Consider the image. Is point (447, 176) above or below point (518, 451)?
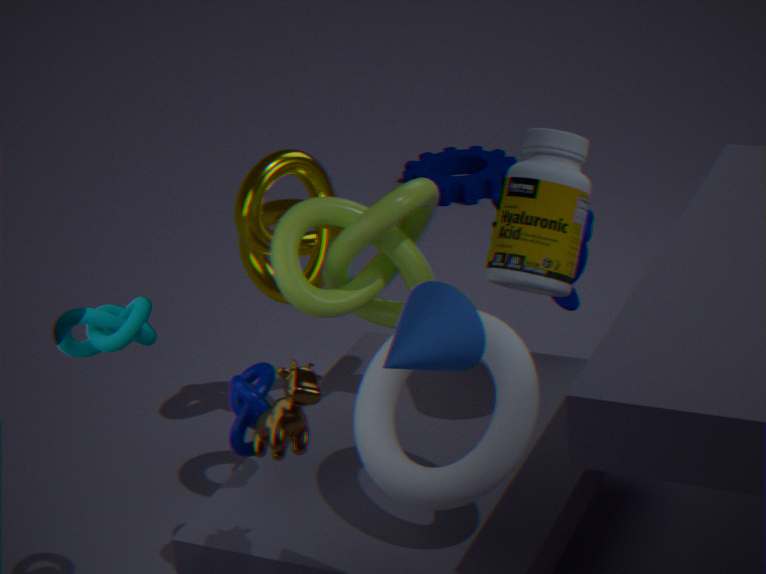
below
